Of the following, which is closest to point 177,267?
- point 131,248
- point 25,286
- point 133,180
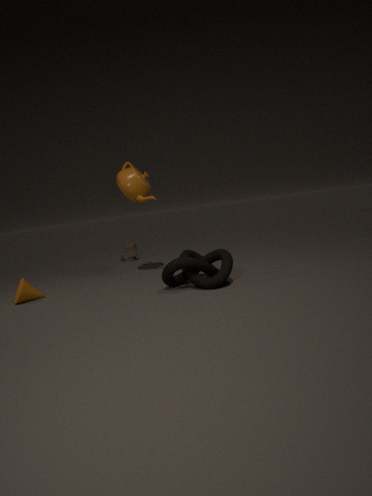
point 133,180
